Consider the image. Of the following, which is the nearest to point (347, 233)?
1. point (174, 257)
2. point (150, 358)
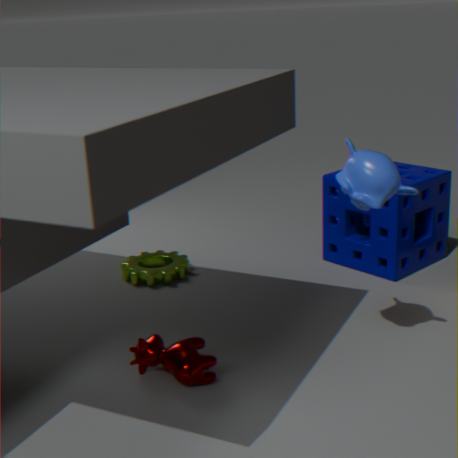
point (174, 257)
